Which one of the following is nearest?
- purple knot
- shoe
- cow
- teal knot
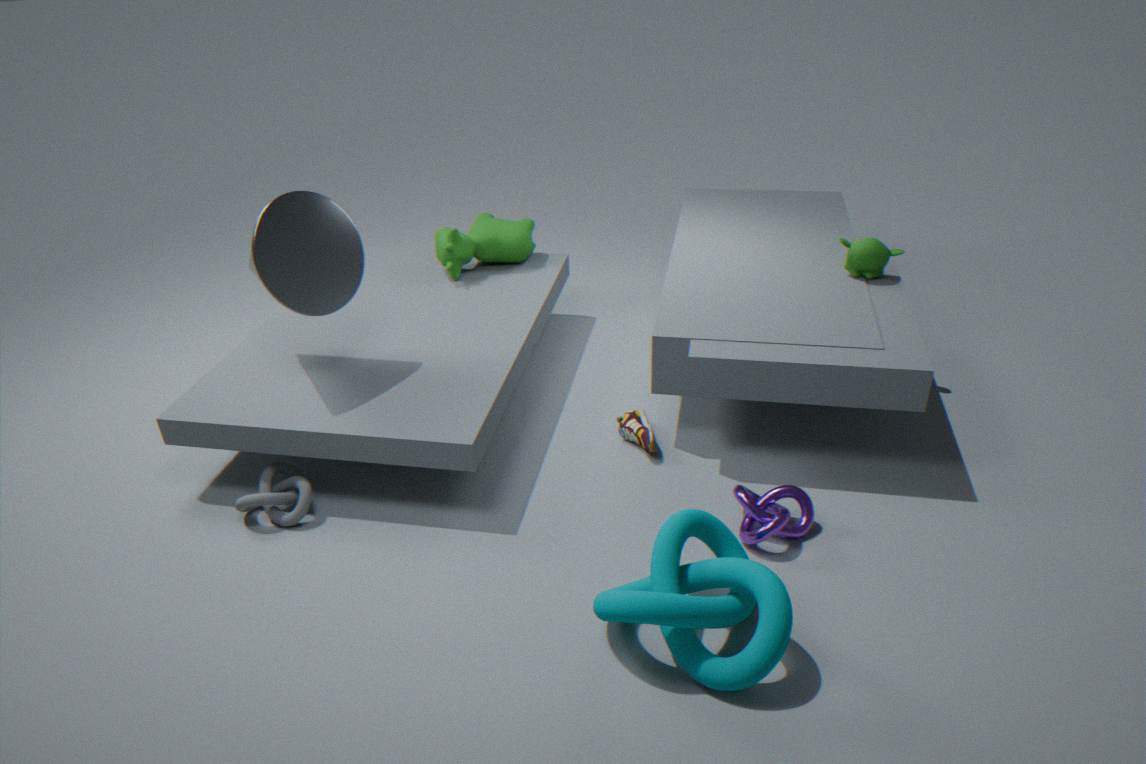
teal knot
